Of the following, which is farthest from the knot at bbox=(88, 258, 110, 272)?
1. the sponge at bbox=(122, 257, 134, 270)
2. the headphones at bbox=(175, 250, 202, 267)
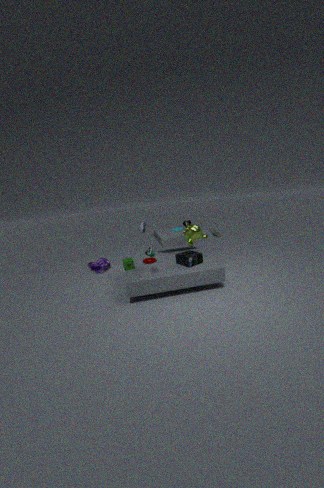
the headphones at bbox=(175, 250, 202, 267)
